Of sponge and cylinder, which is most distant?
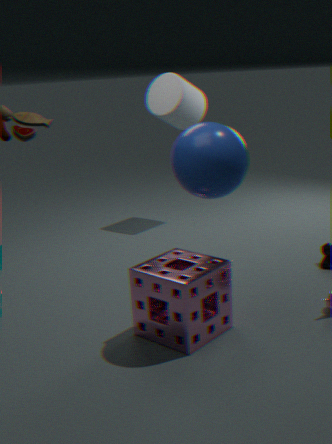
cylinder
